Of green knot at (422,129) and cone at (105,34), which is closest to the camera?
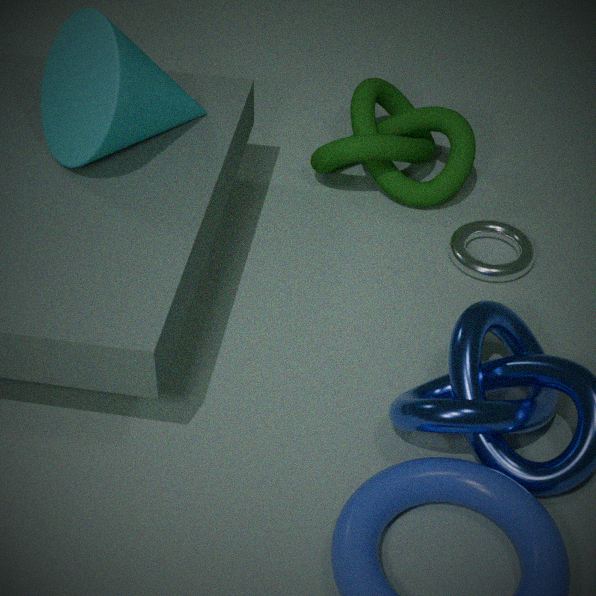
cone at (105,34)
